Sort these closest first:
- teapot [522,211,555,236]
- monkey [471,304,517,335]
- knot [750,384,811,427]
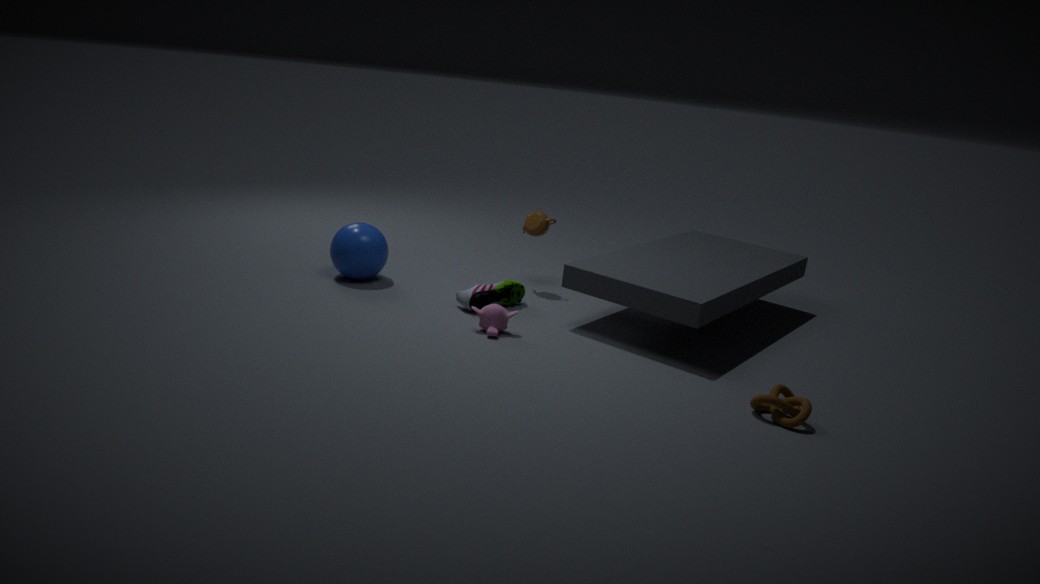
1. knot [750,384,811,427]
2. monkey [471,304,517,335]
3. teapot [522,211,555,236]
